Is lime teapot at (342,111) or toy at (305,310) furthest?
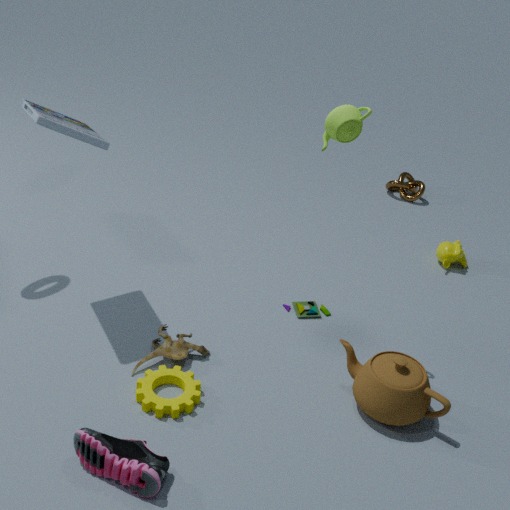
toy at (305,310)
